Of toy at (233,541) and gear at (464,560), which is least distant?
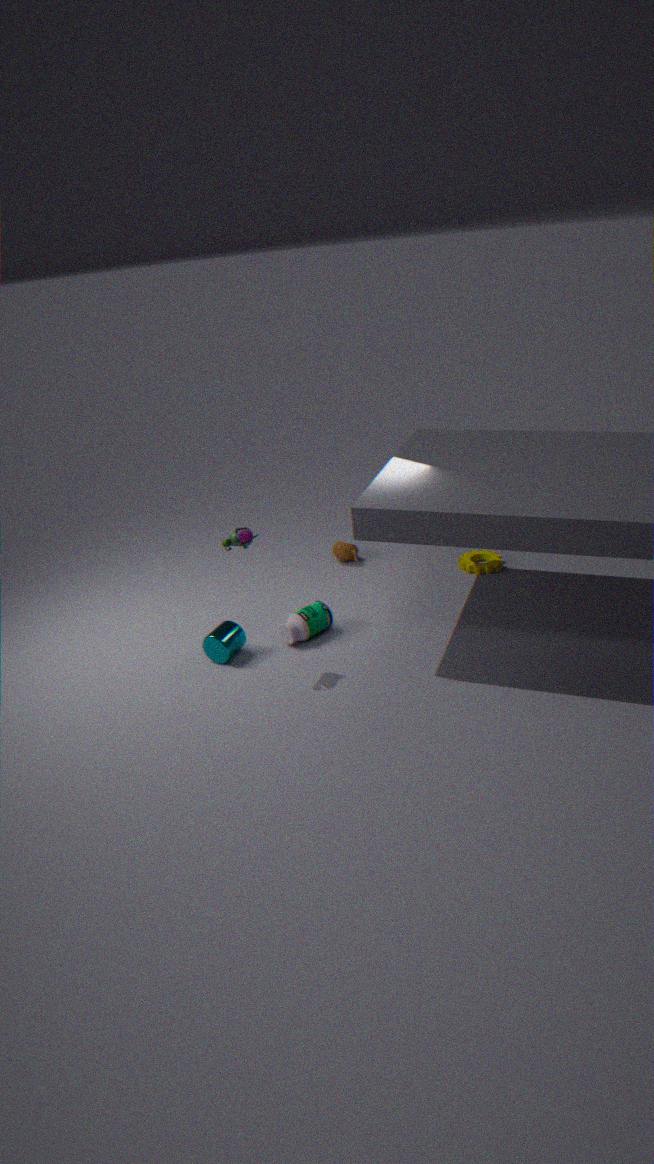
toy at (233,541)
